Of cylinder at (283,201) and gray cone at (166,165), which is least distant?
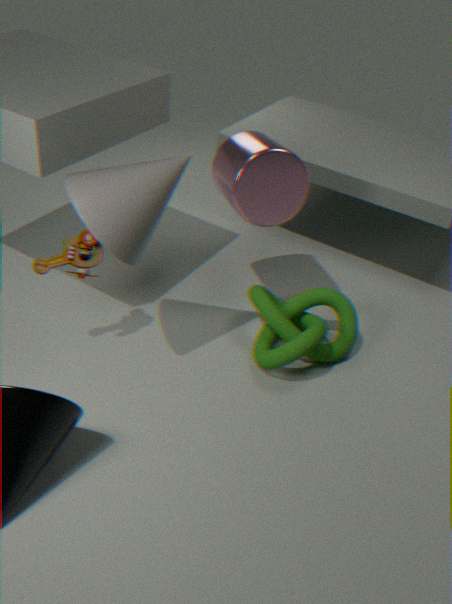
gray cone at (166,165)
